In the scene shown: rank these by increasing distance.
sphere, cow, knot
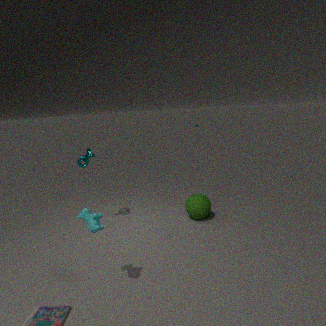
cow < knot < sphere
